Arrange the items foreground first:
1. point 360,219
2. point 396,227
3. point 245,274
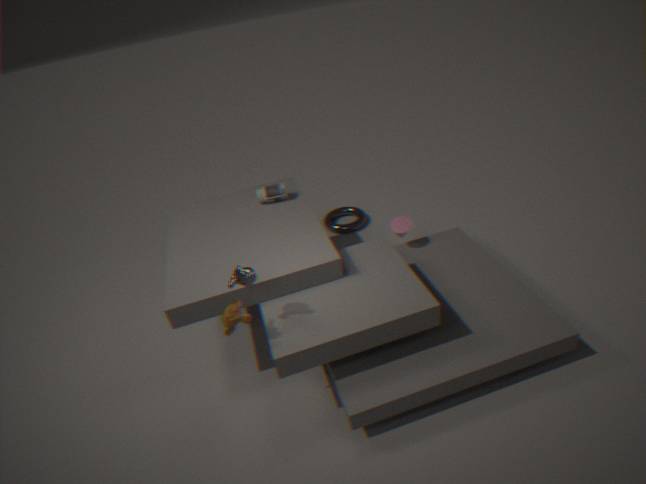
1. point 245,274
2. point 396,227
3. point 360,219
